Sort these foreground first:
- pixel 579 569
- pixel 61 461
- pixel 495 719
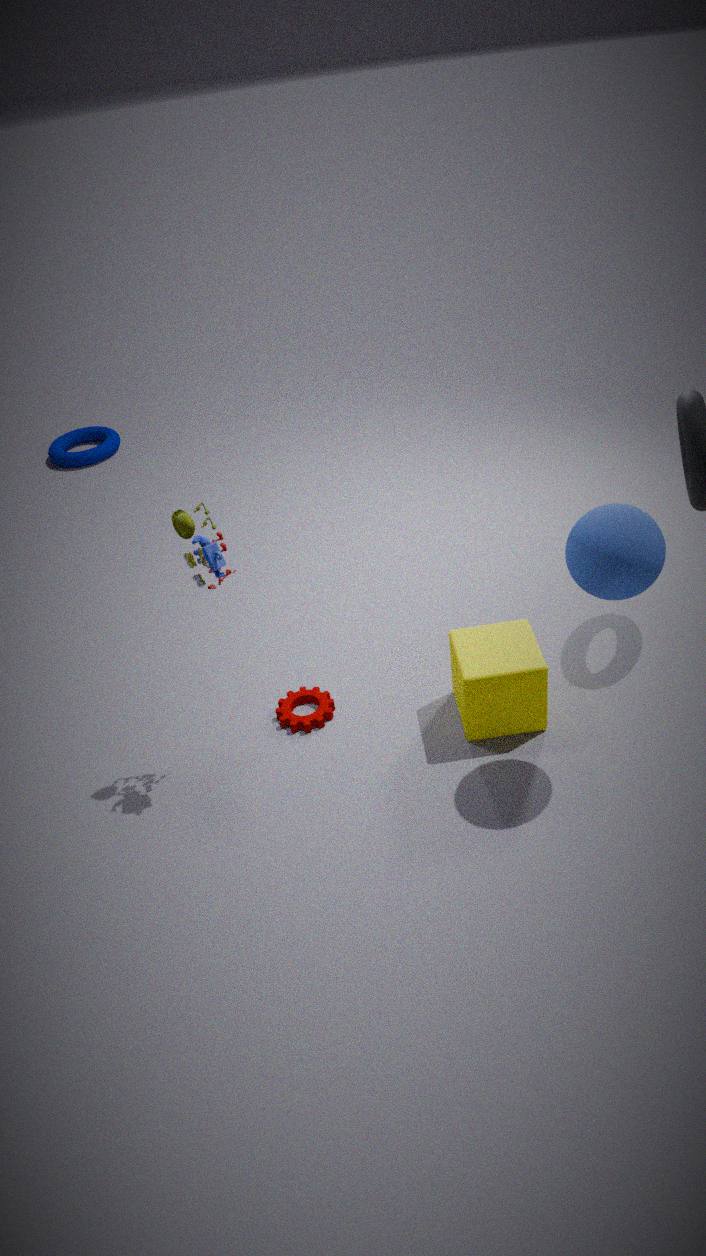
pixel 579 569 → pixel 495 719 → pixel 61 461
